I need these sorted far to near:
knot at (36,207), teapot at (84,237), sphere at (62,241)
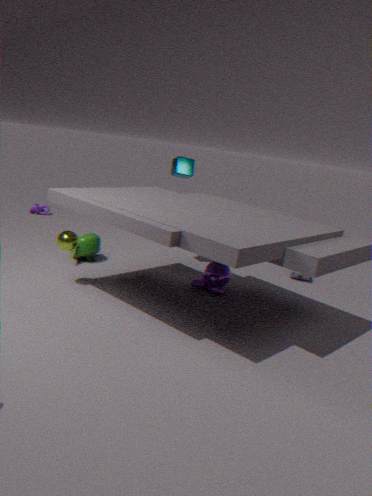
knot at (36,207)
teapot at (84,237)
sphere at (62,241)
